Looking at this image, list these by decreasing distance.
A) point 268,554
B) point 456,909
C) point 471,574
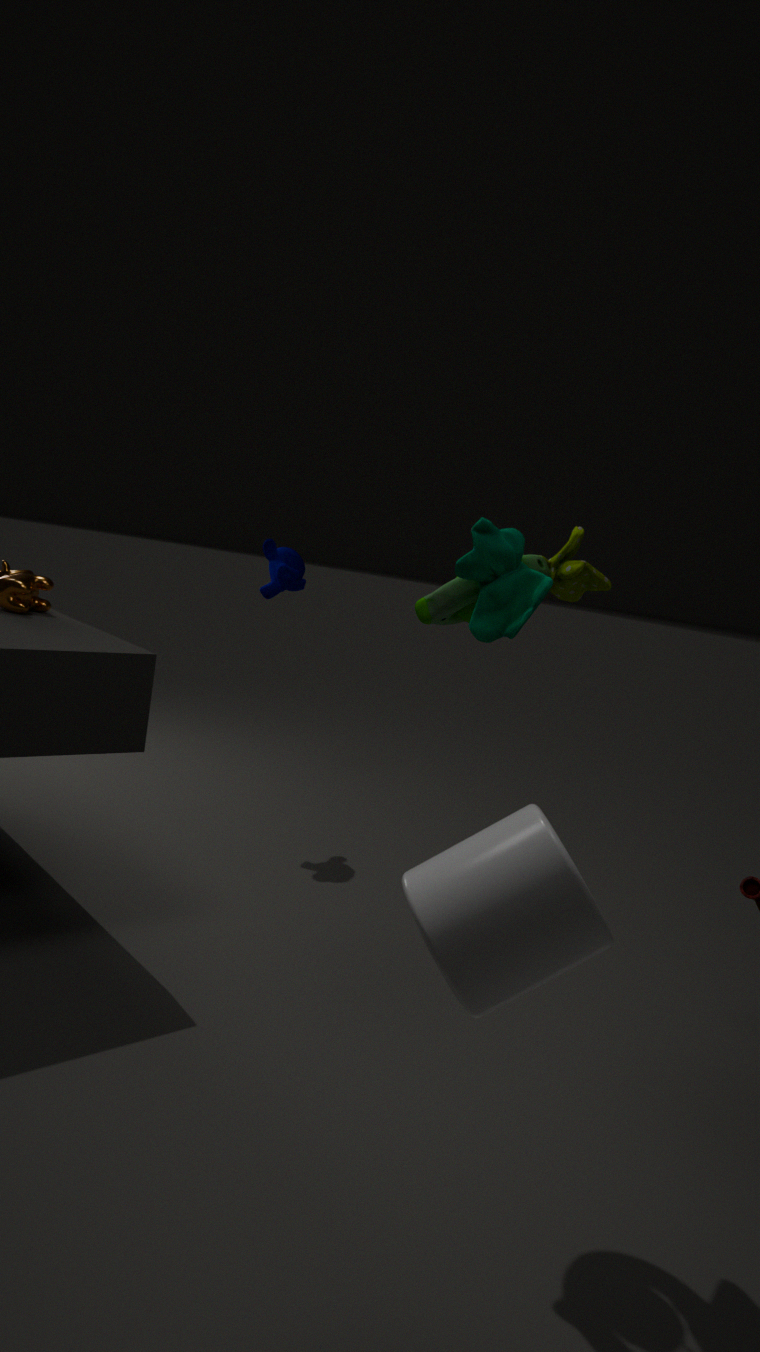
point 268,554
point 471,574
point 456,909
